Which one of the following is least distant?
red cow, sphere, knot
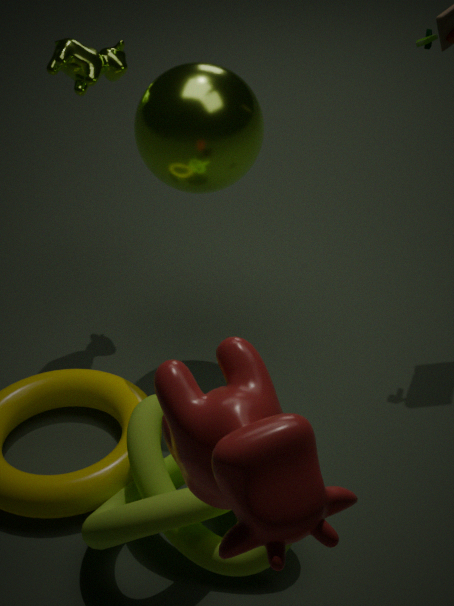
red cow
